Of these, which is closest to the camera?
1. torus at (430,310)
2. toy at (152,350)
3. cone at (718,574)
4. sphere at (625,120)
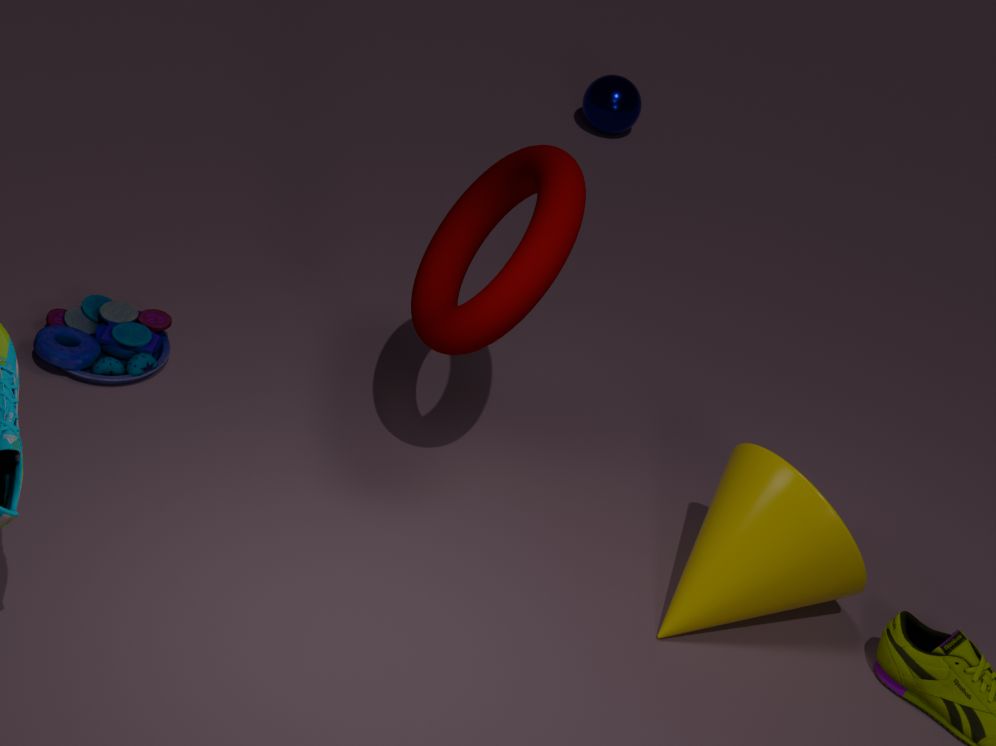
torus at (430,310)
